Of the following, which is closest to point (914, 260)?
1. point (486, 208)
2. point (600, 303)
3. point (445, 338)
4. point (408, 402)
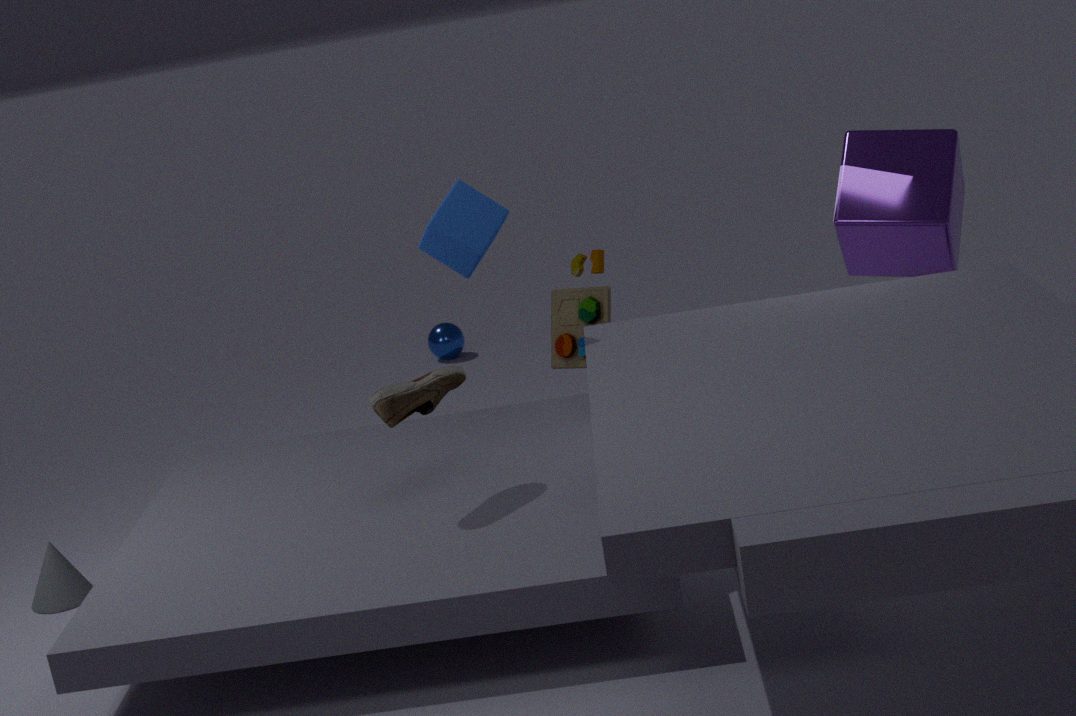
point (600, 303)
